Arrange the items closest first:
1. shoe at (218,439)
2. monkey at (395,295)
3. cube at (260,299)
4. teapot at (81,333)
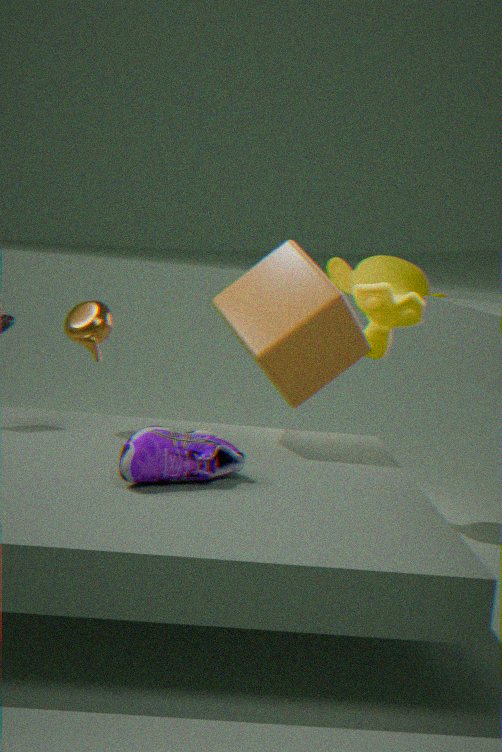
shoe at (218,439) → cube at (260,299) → teapot at (81,333) → monkey at (395,295)
